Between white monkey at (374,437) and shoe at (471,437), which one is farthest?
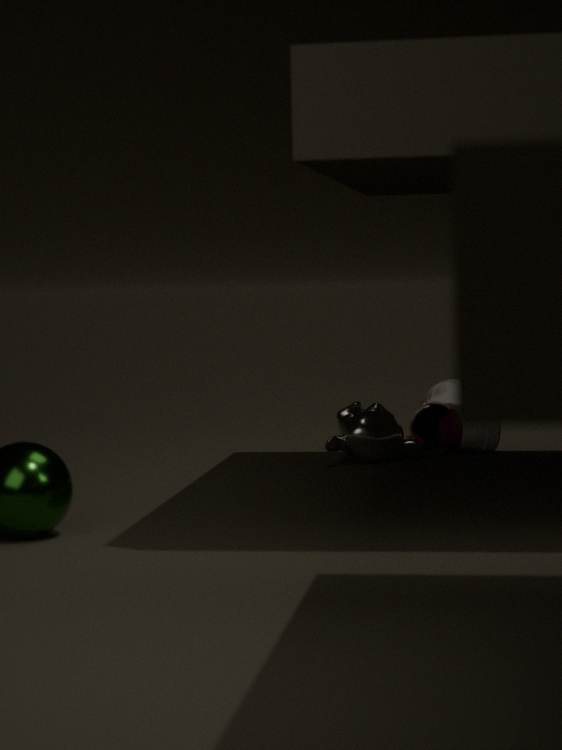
shoe at (471,437)
